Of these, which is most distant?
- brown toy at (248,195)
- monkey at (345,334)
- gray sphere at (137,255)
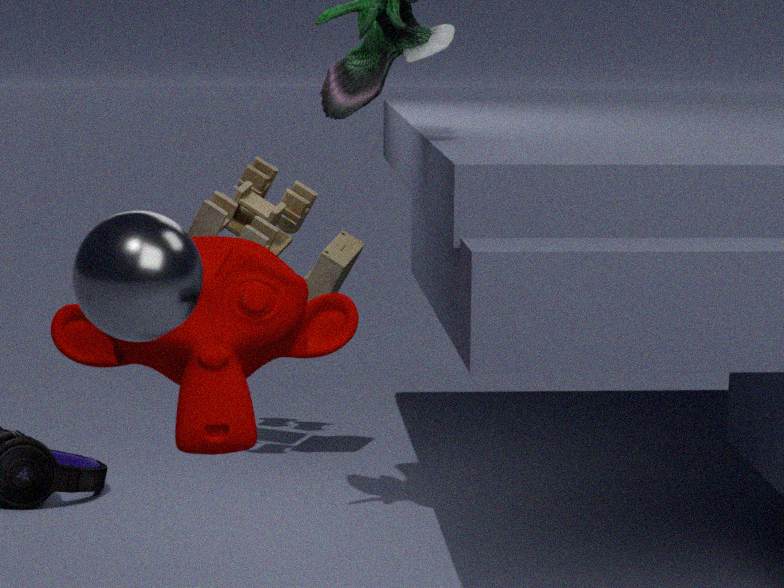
brown toy at (248,195)
